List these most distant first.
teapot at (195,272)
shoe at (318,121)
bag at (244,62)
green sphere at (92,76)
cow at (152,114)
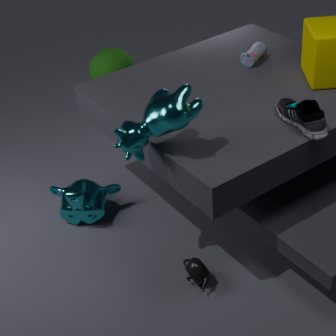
green sphere at (92,76) → bag at (244,62) → teapot at (195,272) → shoe at (318,121) → cow at (152,114)
